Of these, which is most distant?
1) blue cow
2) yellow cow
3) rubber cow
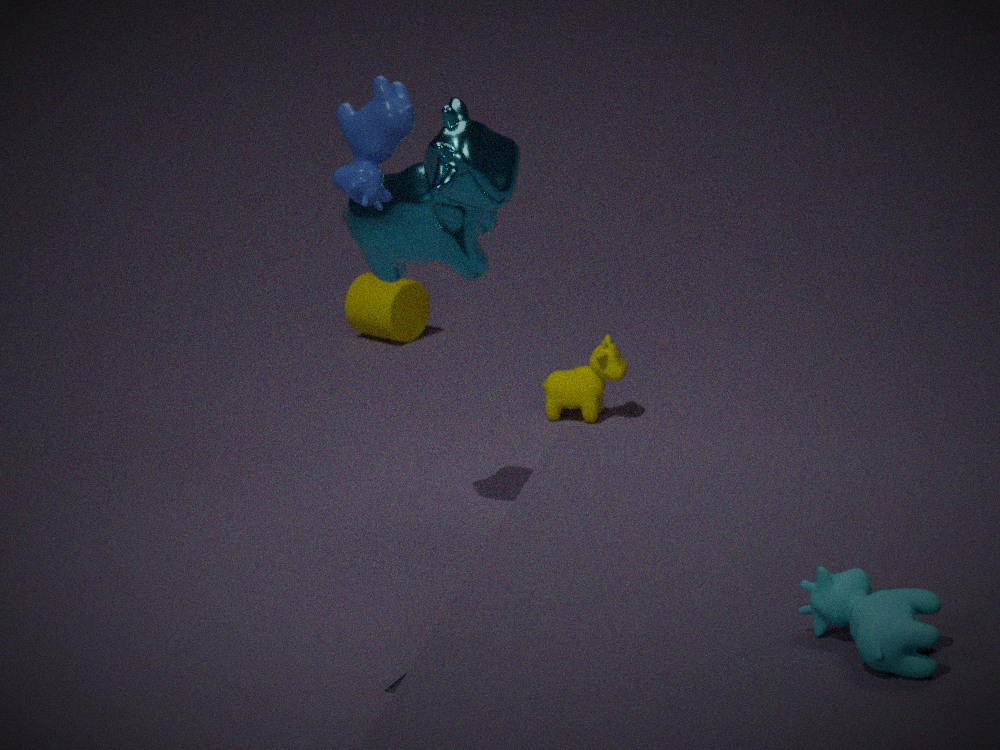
2. yellow cow
